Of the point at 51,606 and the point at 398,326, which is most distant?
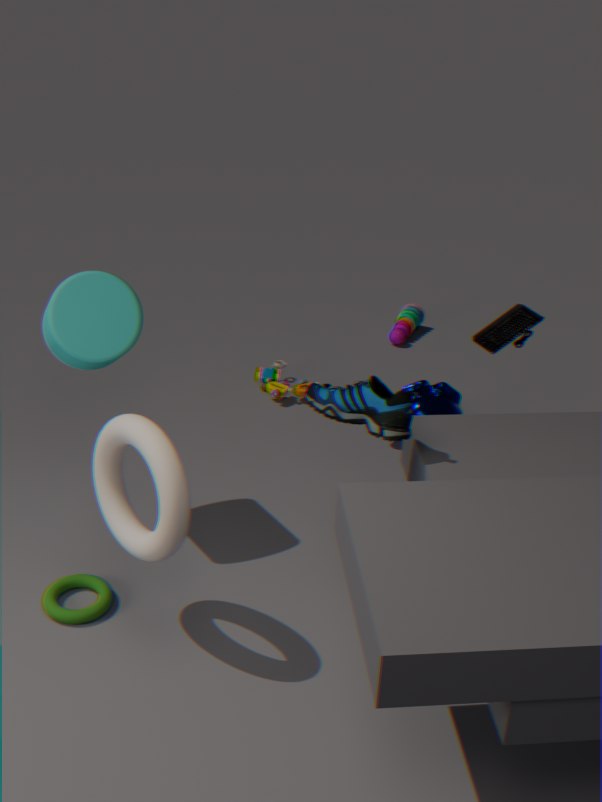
the point at 398,326
